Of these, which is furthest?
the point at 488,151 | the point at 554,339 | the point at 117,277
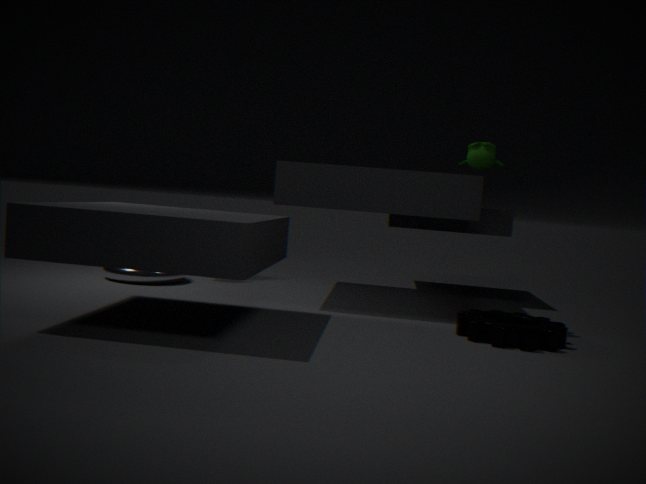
the point at 117,277
